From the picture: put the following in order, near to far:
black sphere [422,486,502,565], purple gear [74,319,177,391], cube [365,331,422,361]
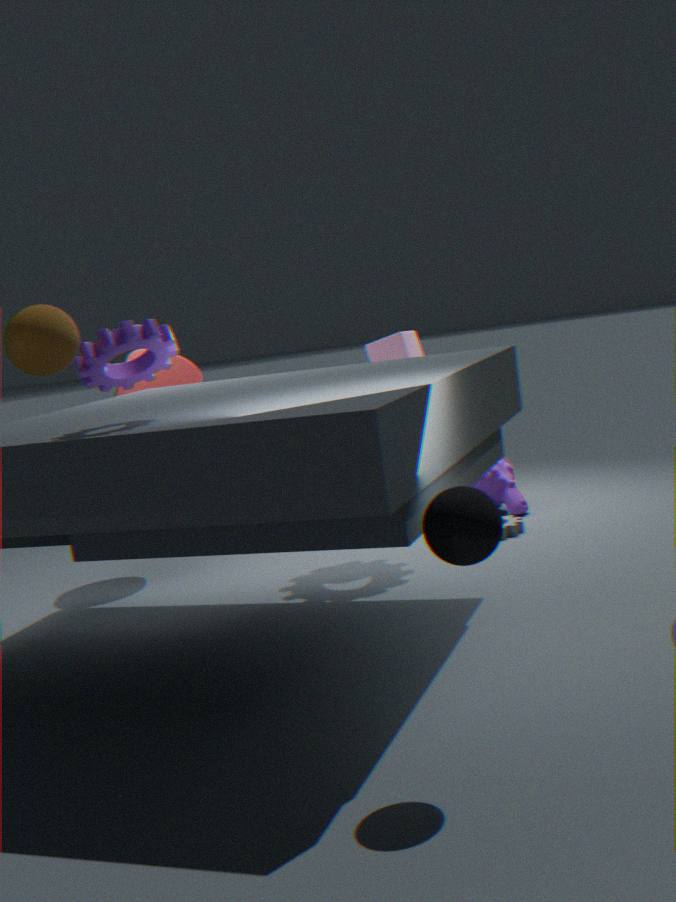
black sphere [422,486,502,565]
purple gear [74,319,177,391]
cube [365,331,422,361]
